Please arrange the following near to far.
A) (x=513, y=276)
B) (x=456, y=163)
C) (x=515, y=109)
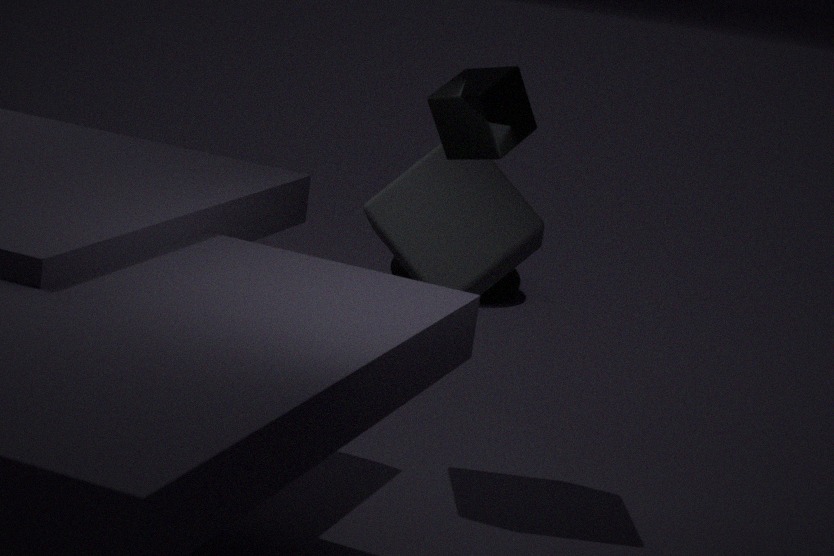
(x=515, y=109), (x=456, y=163), (x=513, y=276)
